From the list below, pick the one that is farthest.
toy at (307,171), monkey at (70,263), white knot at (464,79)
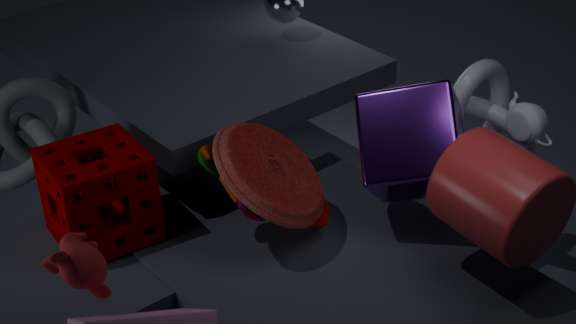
white knot at (464,79)
